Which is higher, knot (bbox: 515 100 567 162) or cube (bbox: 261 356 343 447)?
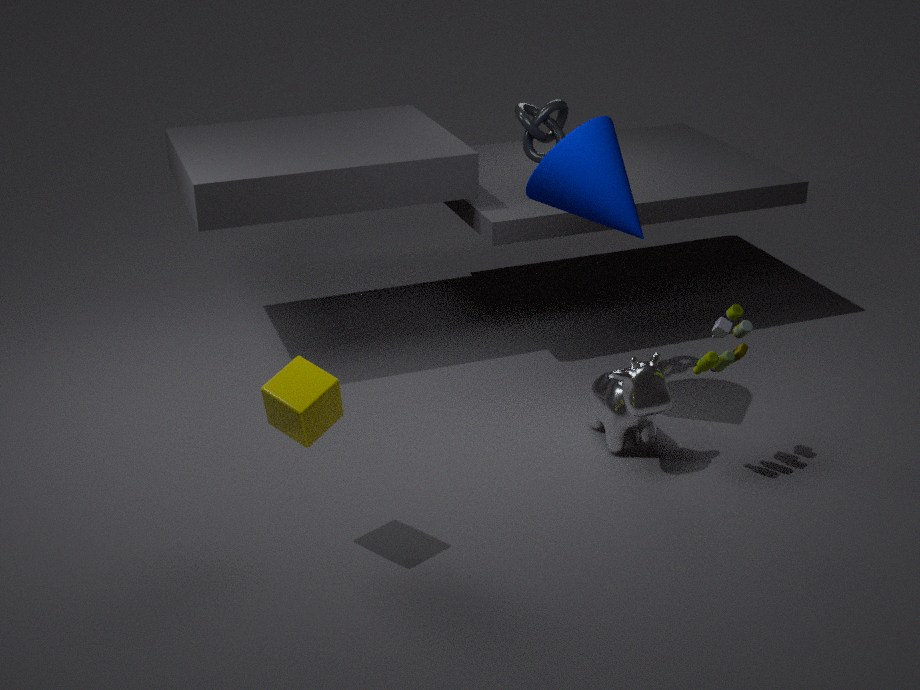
knot (bbox: 515 100 567 162)
